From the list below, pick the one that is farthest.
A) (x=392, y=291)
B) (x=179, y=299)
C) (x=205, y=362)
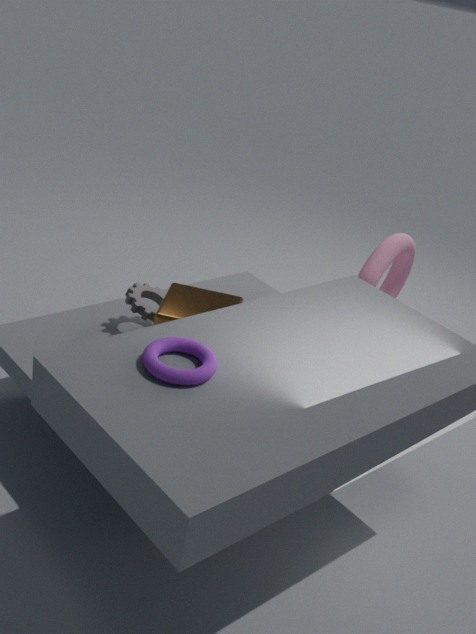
(x=392, y=291)
